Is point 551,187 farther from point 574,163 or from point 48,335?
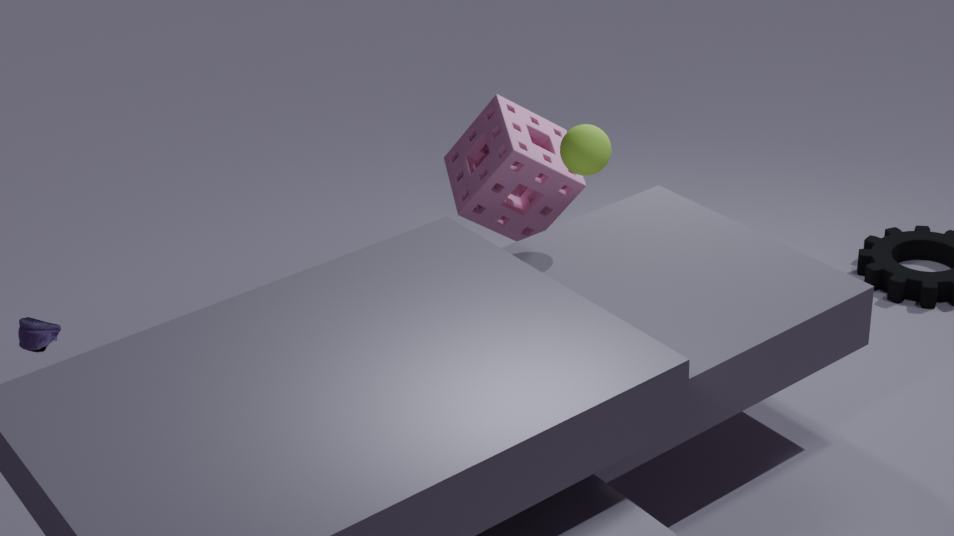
point 48,335
